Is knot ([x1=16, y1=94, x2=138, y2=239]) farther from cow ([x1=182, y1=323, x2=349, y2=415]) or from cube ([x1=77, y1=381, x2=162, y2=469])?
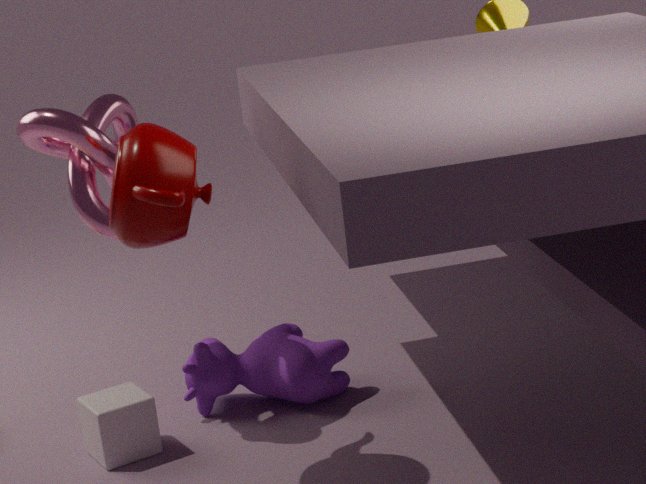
cube ([x1=77, y1=381, x2=162, y2=469])
